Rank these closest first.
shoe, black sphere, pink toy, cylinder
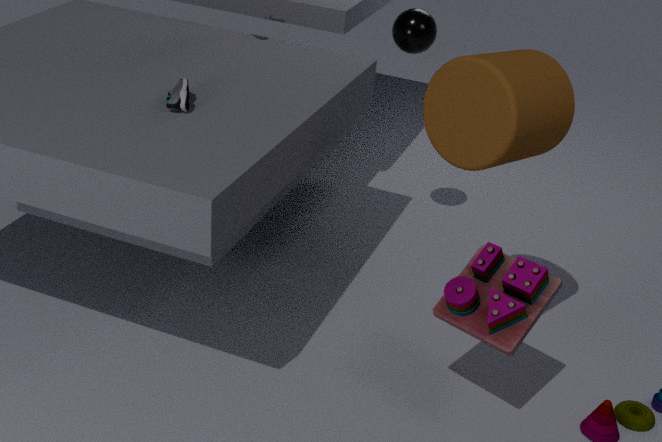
cylinder < pink toy < shoe < black sphere
